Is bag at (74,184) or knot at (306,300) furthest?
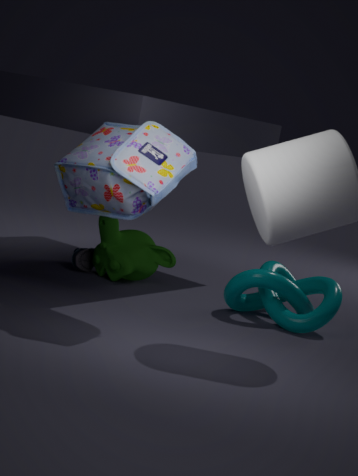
knot at (306,300)
